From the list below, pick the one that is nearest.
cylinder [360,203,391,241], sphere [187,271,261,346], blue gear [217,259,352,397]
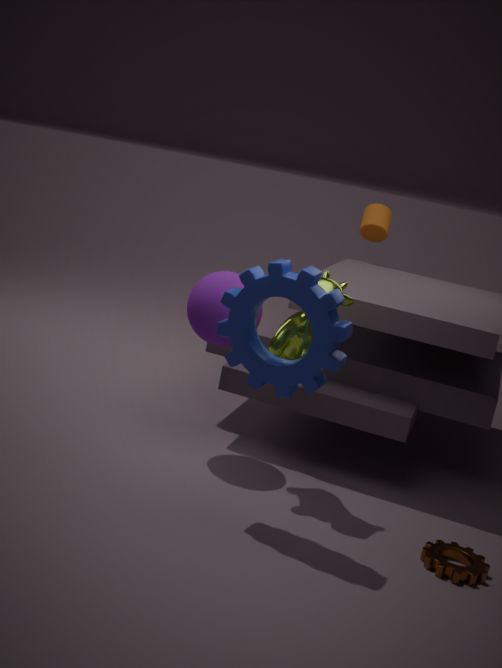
blue gear [217,259,352,397]
